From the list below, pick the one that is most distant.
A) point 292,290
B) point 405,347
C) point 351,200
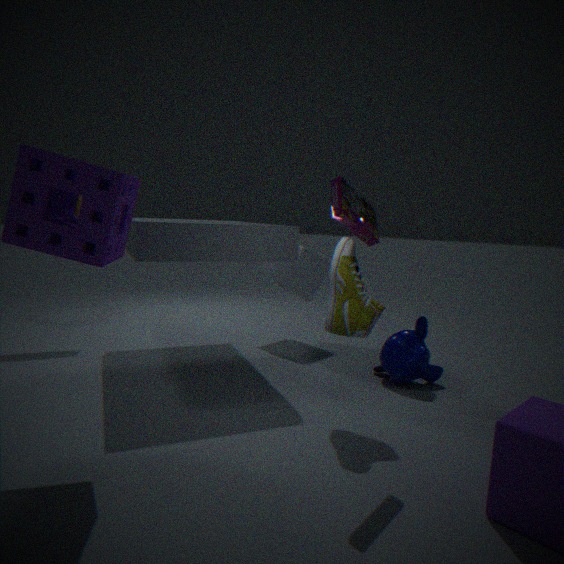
point 292,290
